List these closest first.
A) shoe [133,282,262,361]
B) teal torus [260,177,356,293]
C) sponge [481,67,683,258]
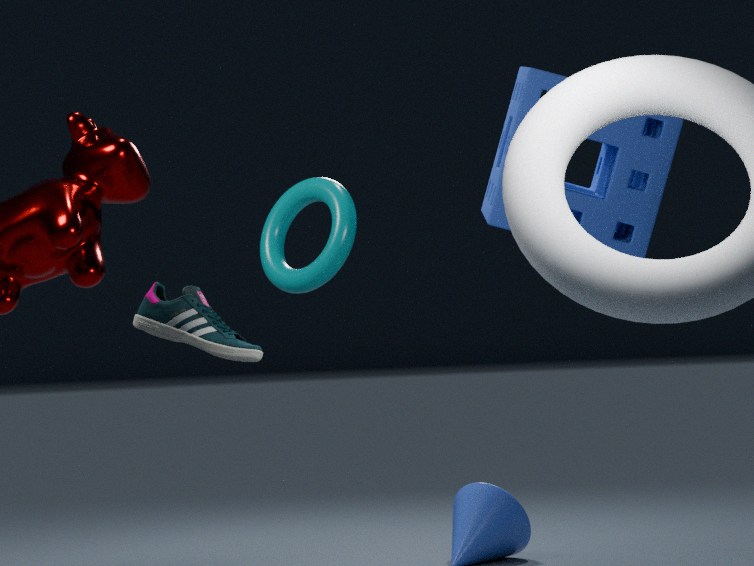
shoe [133,282,262,361] < teal torus [260,177,356,293] < sponge [481,67,683,258]
